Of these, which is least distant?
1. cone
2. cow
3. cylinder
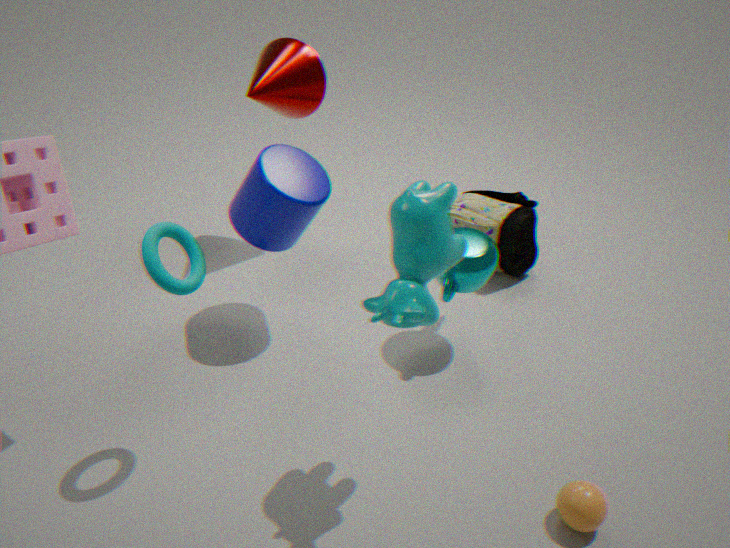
cow
